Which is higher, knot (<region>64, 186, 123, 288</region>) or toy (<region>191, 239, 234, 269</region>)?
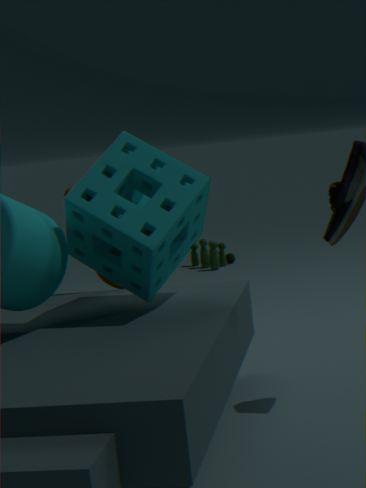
knot (<region>64, 186, 123, 288</region>)
